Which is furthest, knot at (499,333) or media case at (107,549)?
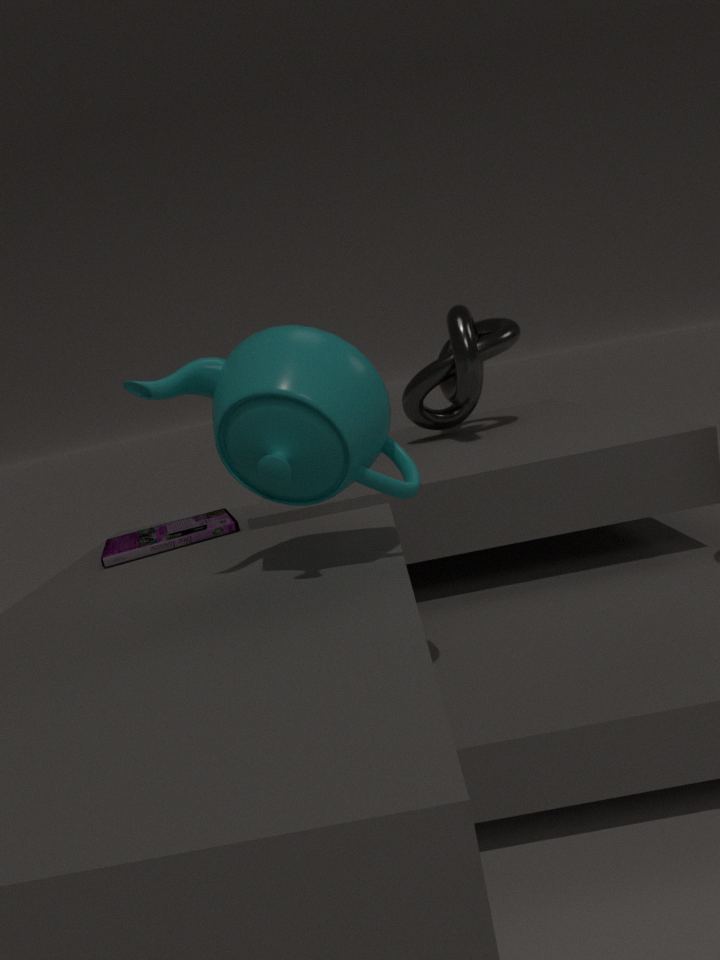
knot at (499,333)
